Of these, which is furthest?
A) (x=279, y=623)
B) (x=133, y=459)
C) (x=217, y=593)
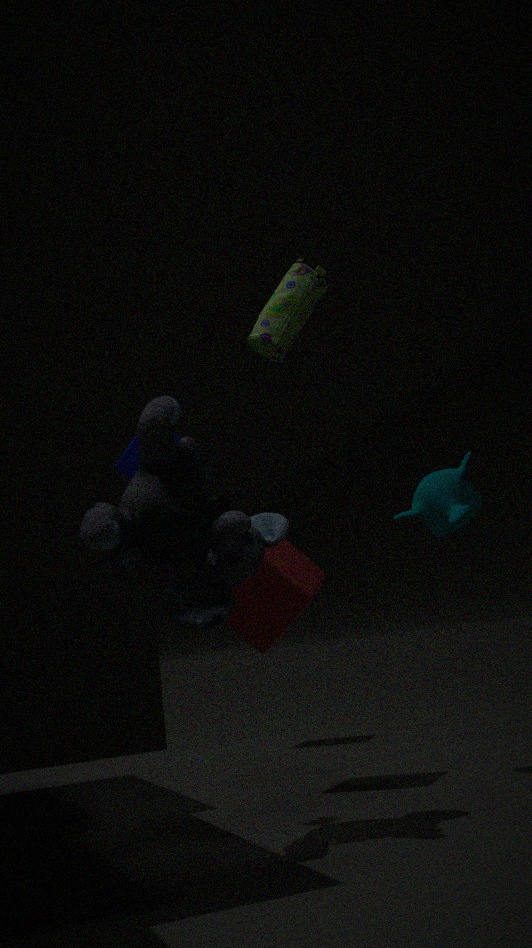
(x=133, y=459)
